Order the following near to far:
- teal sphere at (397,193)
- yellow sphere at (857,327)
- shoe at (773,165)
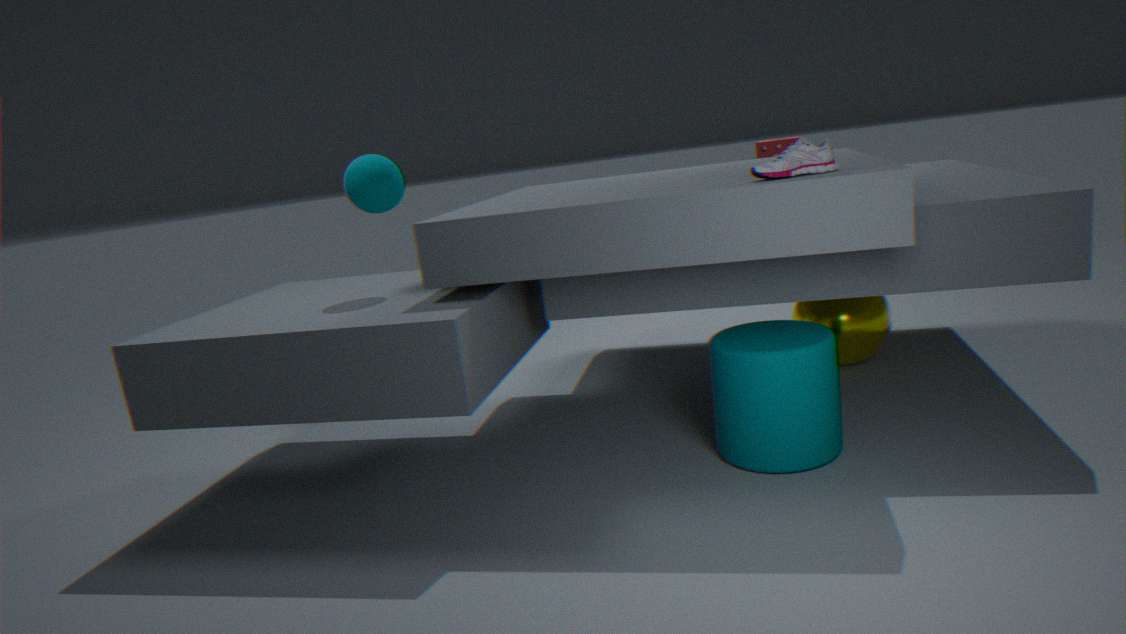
shoe at (773,165) < teal sphere at (397,193) < yellow sphere at (857,327)
